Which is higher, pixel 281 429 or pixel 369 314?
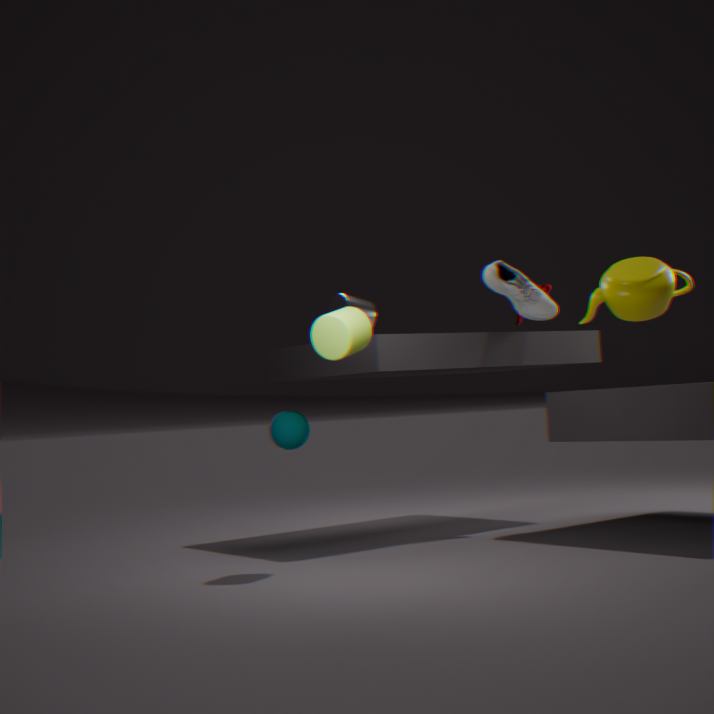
pixel 369 314
